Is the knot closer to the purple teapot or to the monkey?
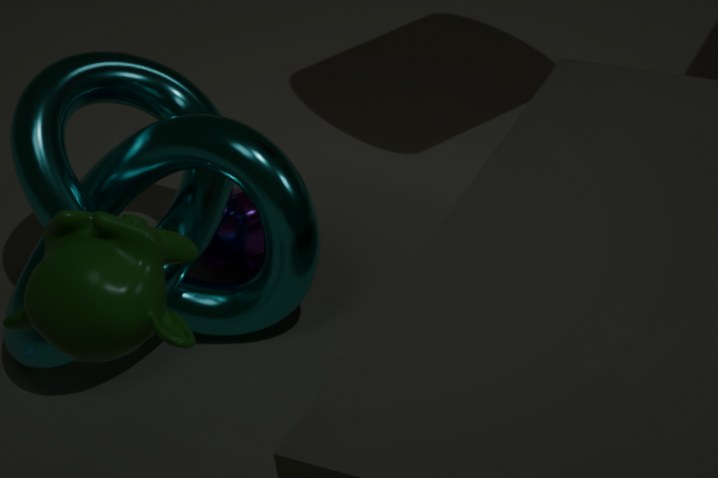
the purple teapot
